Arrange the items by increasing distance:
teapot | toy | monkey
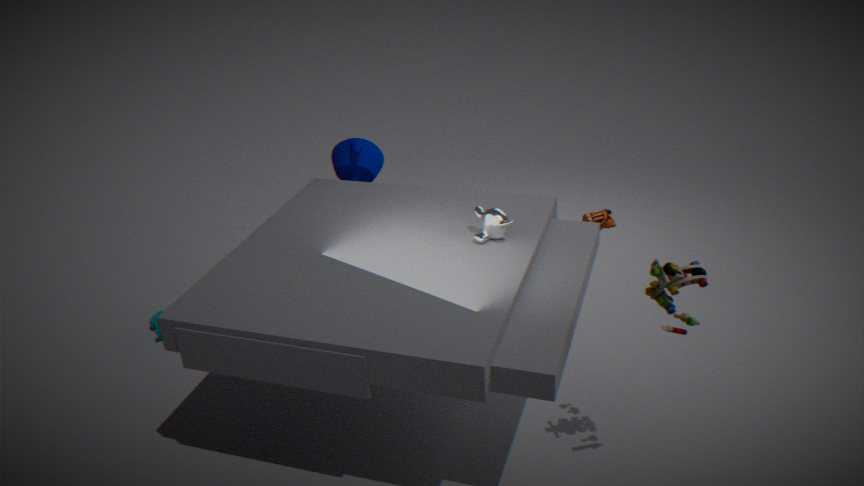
toy
monkey
teapot
